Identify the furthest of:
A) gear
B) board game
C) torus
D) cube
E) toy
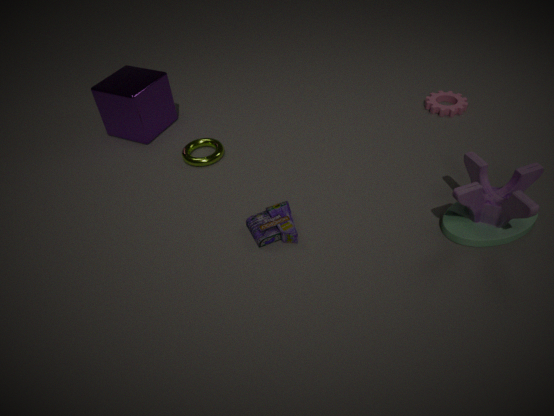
gear
